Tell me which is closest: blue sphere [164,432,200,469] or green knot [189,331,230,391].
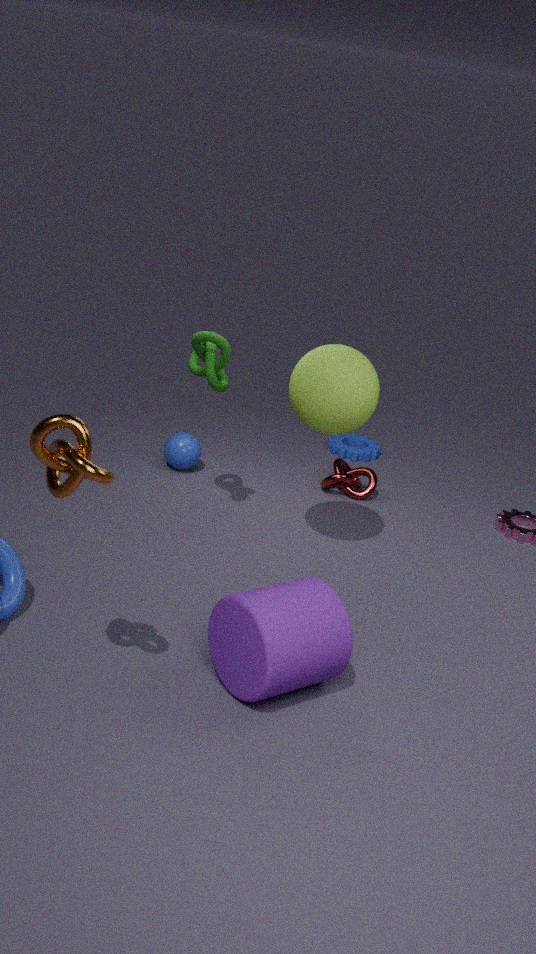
green knot [189,331,230,391]
